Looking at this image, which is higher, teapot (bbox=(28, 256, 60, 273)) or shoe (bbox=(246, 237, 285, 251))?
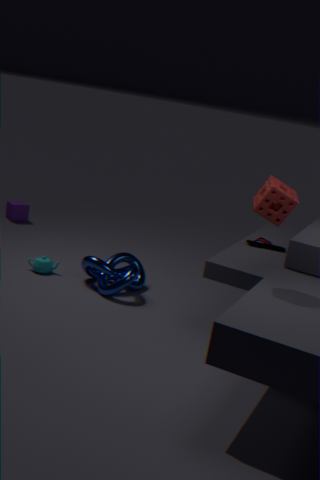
shoe (bbox=(246, 237, 285, 251))
